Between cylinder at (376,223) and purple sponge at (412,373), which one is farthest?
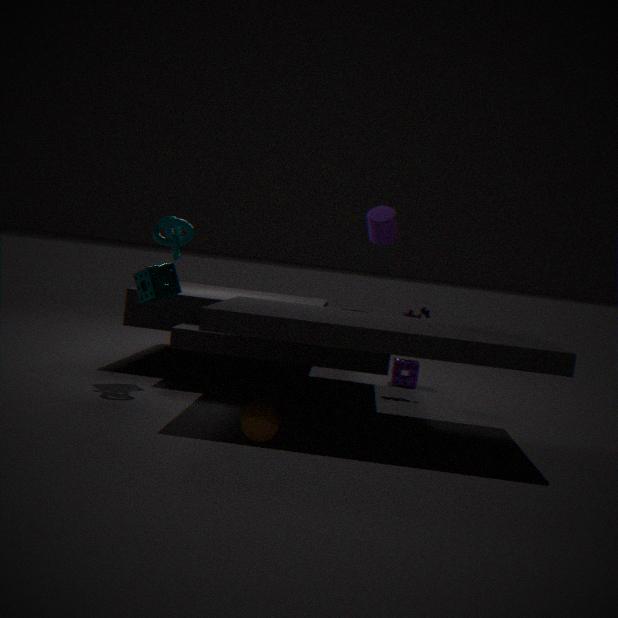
purple sponge at (412,373)
